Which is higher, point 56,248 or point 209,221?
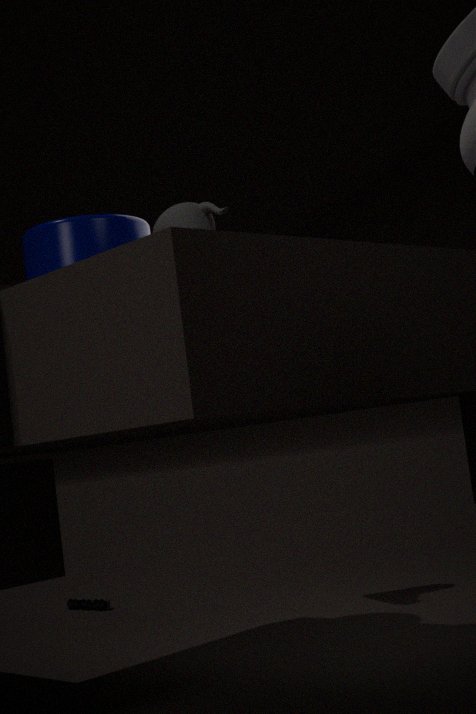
point 209,221
